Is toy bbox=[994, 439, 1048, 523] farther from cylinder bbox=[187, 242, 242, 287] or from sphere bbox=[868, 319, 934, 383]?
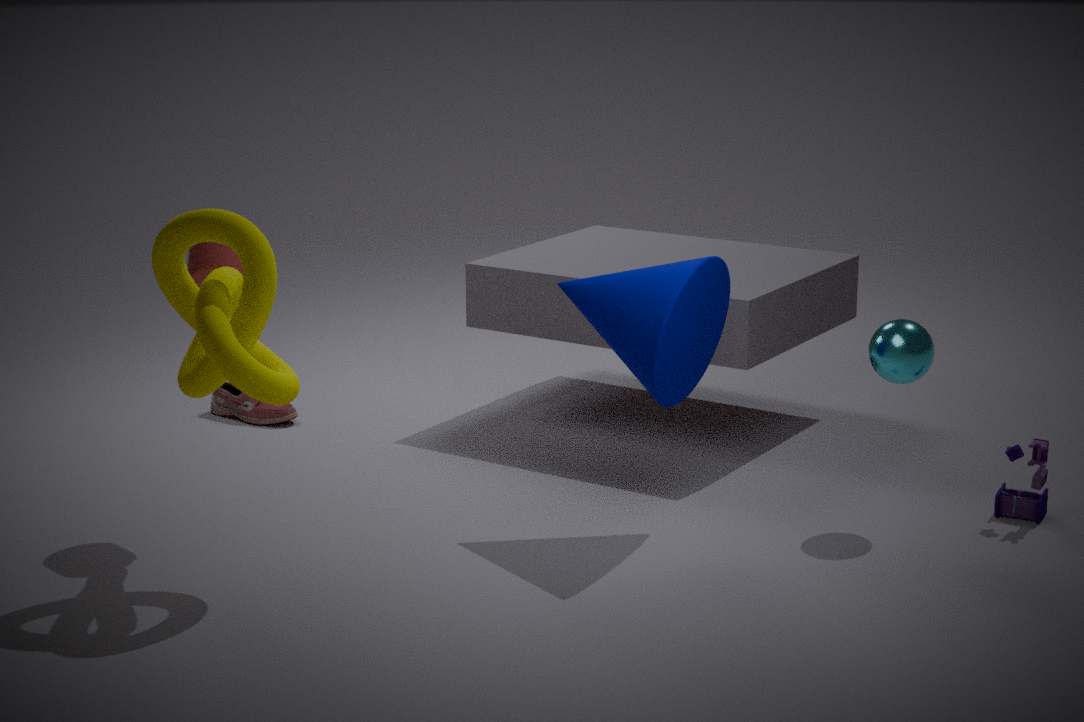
cylinder bbox=[187, 242, 242, 287]
